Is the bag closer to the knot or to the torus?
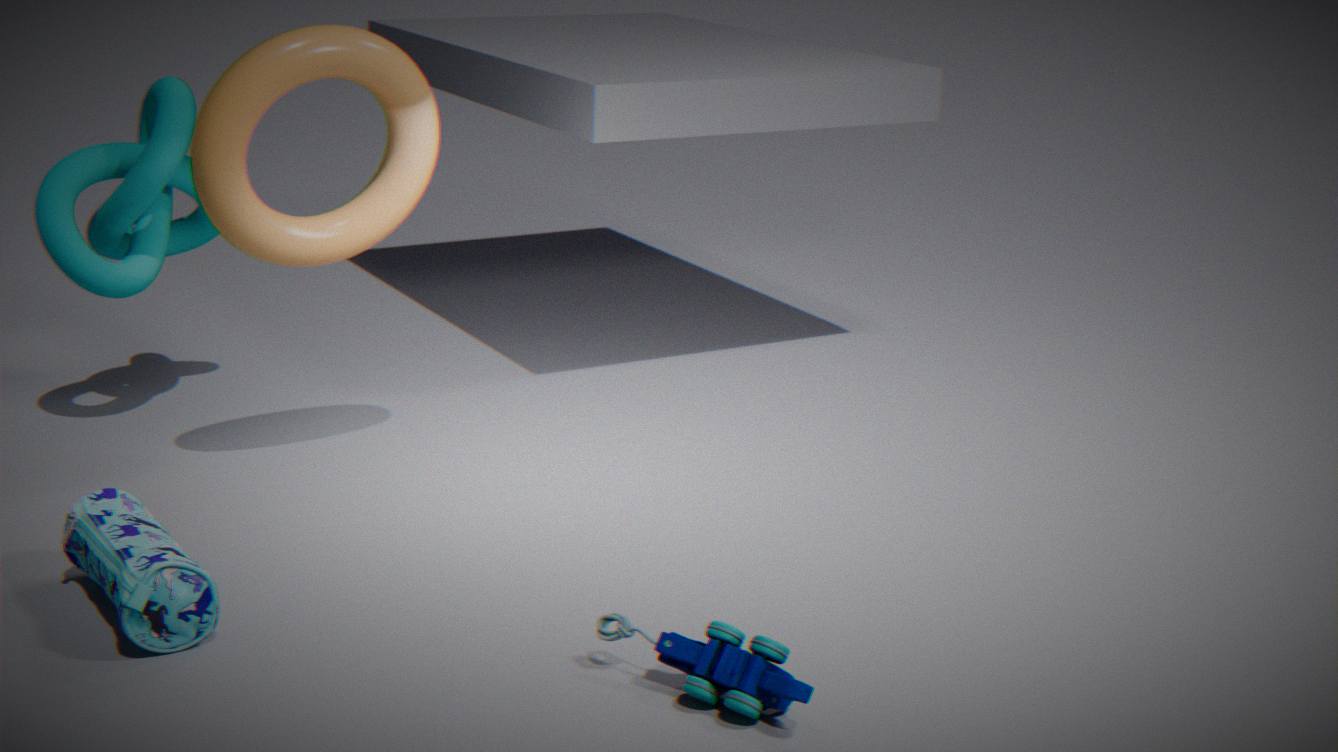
the torus
